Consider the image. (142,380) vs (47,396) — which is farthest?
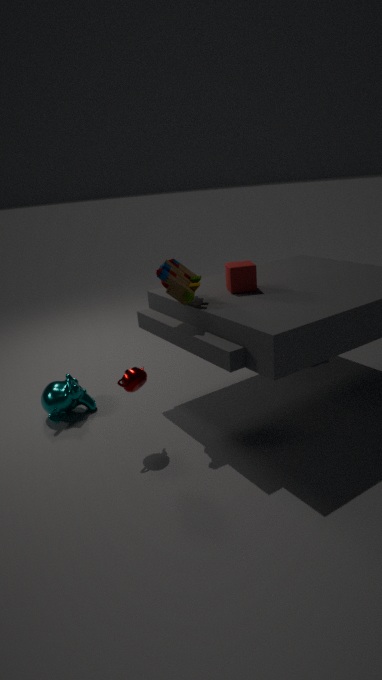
(47,396)
